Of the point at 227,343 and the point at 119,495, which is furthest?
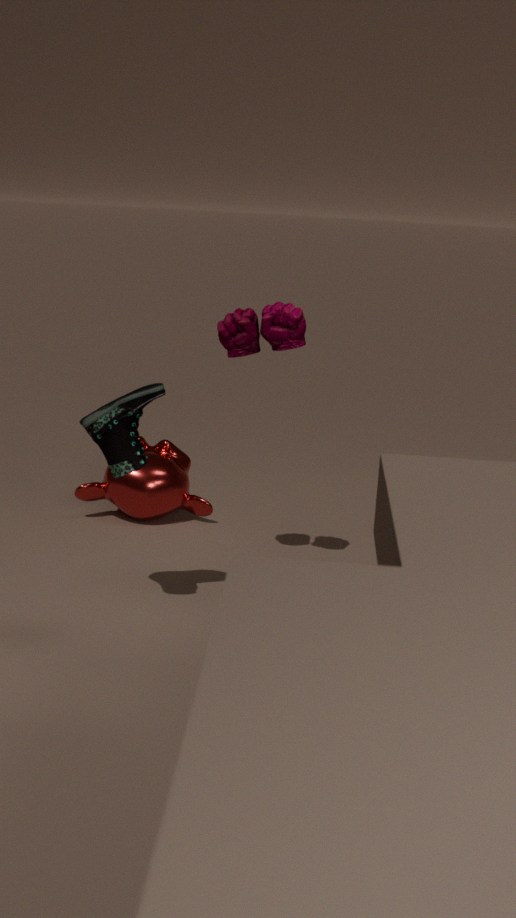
the point at 119,495
